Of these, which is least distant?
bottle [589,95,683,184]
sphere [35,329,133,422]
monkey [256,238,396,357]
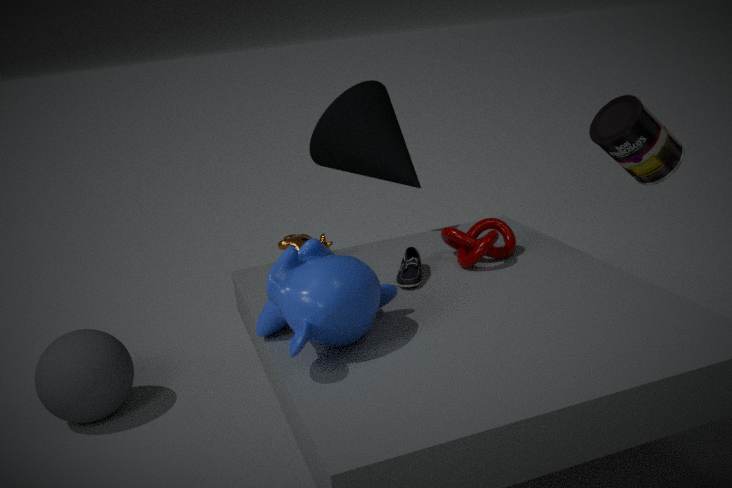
monkey [256,238,396,357]
